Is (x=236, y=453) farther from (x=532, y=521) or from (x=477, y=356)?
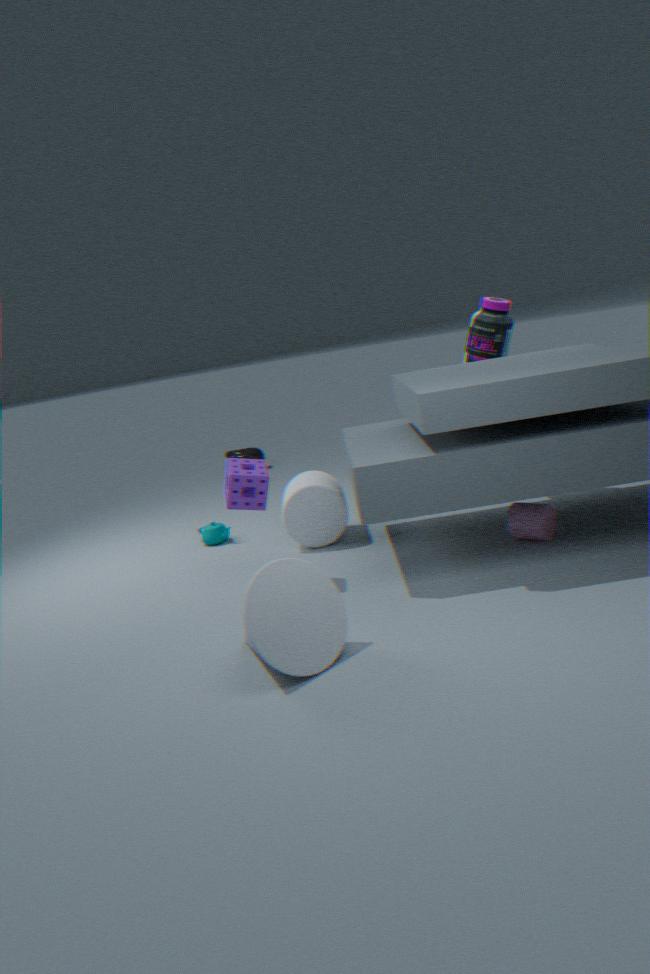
(x=532, y=521)
